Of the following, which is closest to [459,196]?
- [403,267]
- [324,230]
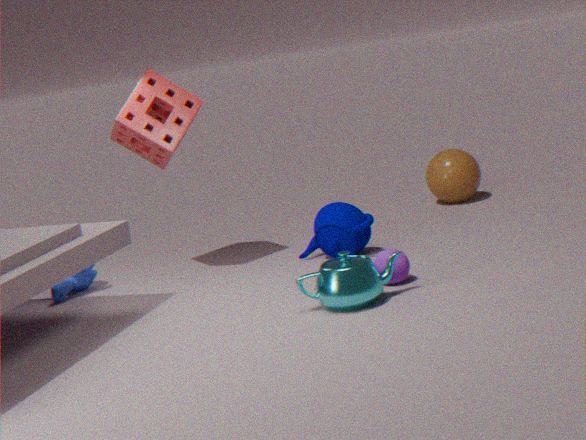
[324,230]
